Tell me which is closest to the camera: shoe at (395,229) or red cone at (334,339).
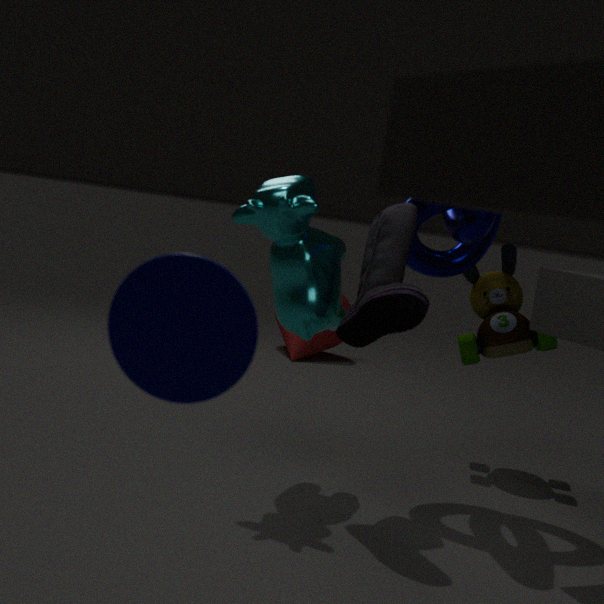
shoe at (395,229)
